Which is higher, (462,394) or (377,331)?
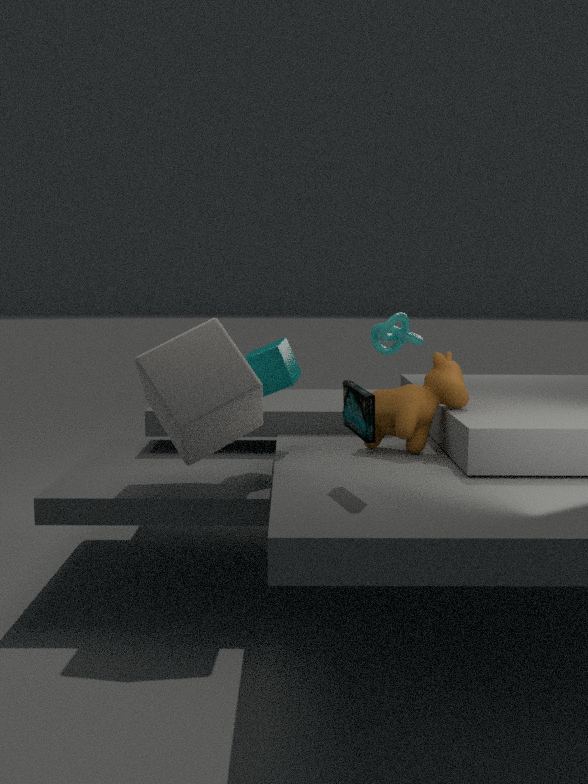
(377,331)
